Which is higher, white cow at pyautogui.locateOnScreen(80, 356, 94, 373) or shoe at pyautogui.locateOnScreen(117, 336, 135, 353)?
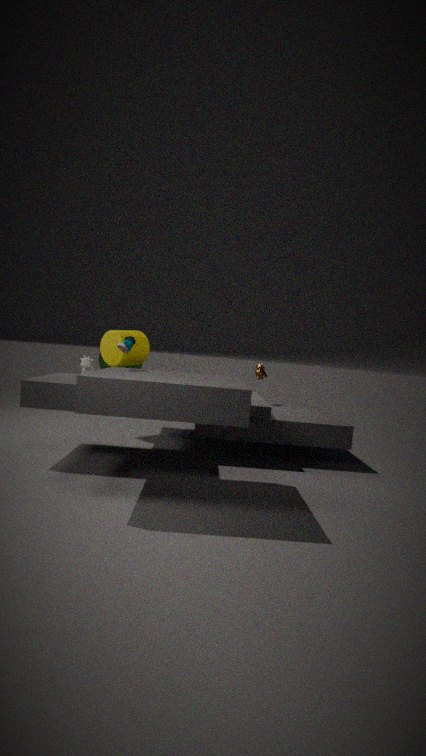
shoe at pyautogui.locateOnScreen(117, 336, 135, 353)
